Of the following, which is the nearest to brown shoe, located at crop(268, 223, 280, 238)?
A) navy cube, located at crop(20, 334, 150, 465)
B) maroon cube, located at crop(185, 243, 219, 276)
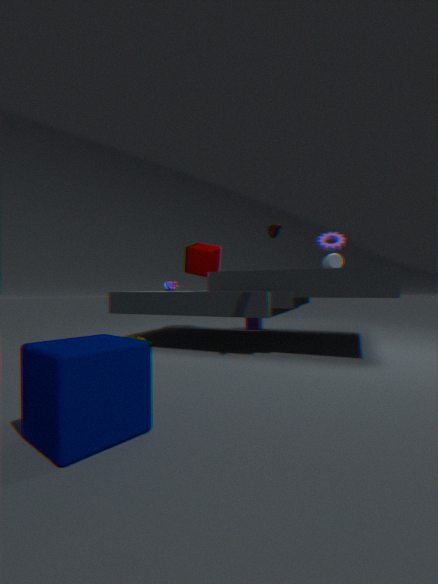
navy cube, located at crop(20, 334, 150, 465)
